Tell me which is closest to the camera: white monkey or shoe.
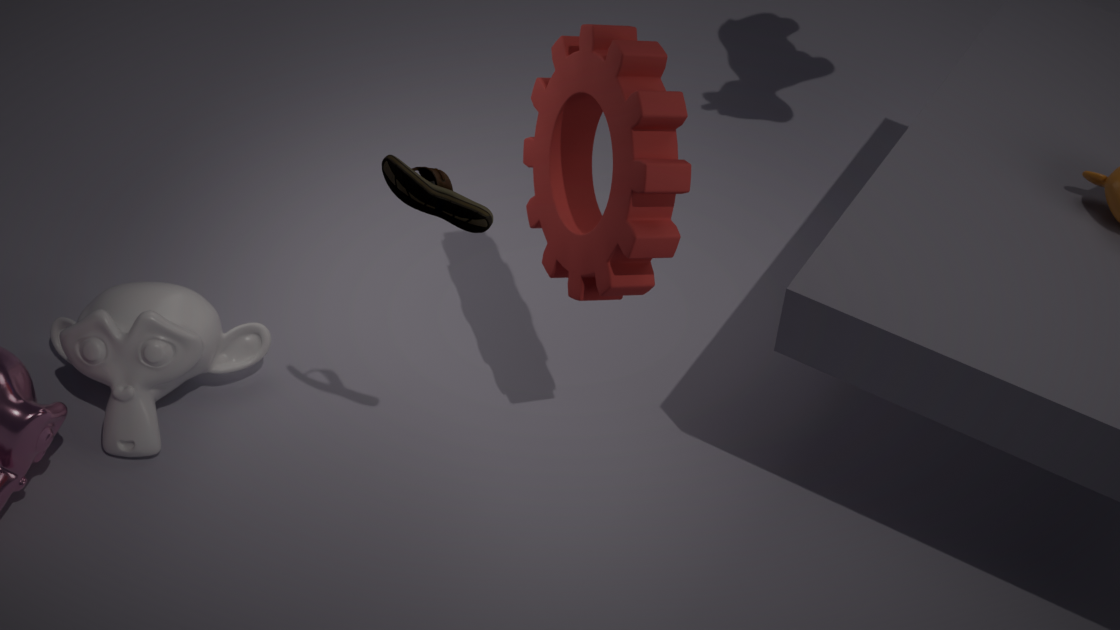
shoe
